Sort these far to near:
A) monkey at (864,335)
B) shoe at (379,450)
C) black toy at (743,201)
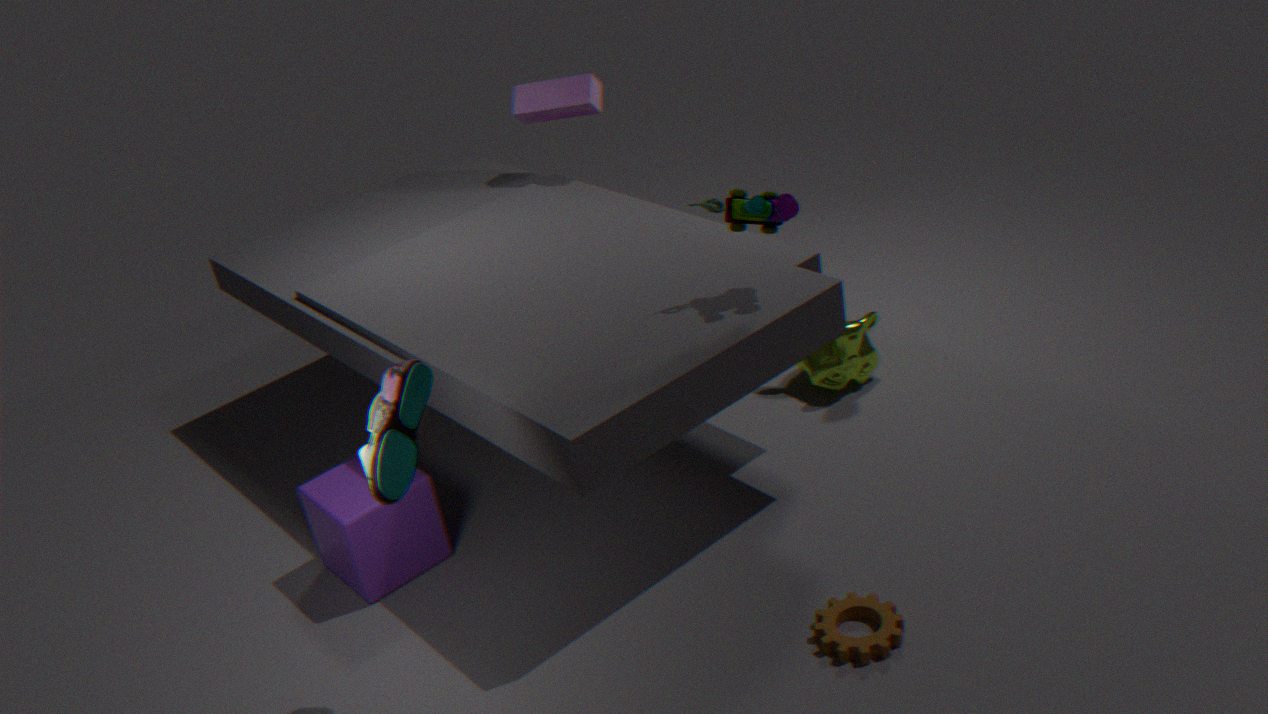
monkey at (864,335) → black toy at (743,201) → shoe at (379,450)
